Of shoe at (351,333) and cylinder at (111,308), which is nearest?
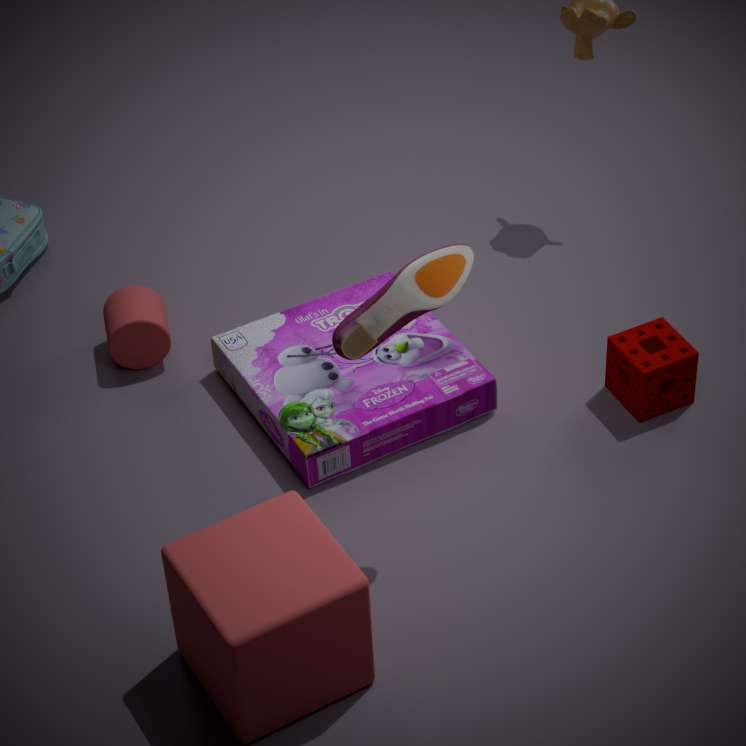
shoe at (351,333)
